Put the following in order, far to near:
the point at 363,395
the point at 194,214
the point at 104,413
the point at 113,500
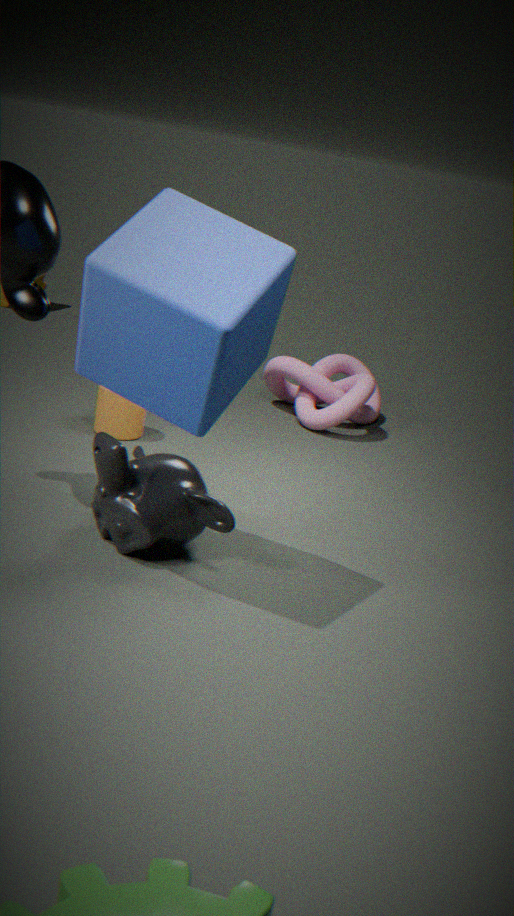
the point at 363,395 → the point at 104,413 → the point at 113,500 → the point at 194,214
